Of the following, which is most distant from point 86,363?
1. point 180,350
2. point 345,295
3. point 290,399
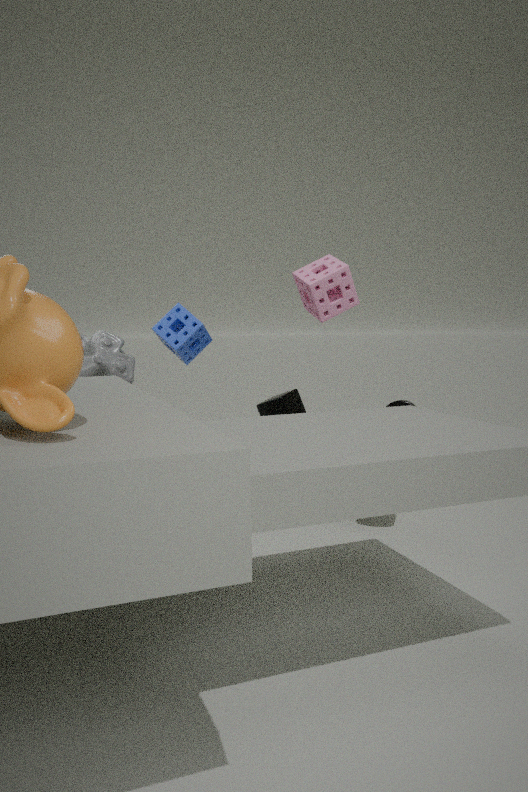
point 345,295
